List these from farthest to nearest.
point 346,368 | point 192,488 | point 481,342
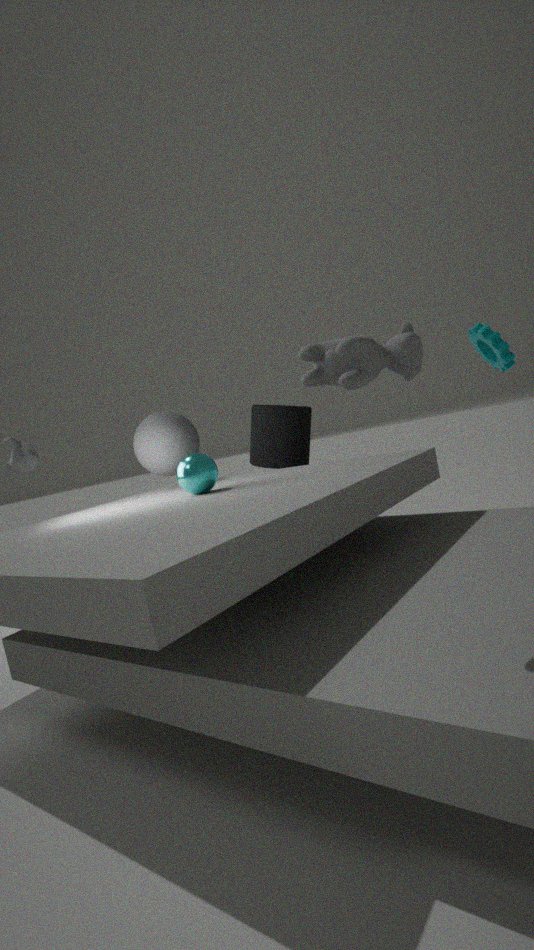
point 481,342 < point 192,488 < point 346,368
